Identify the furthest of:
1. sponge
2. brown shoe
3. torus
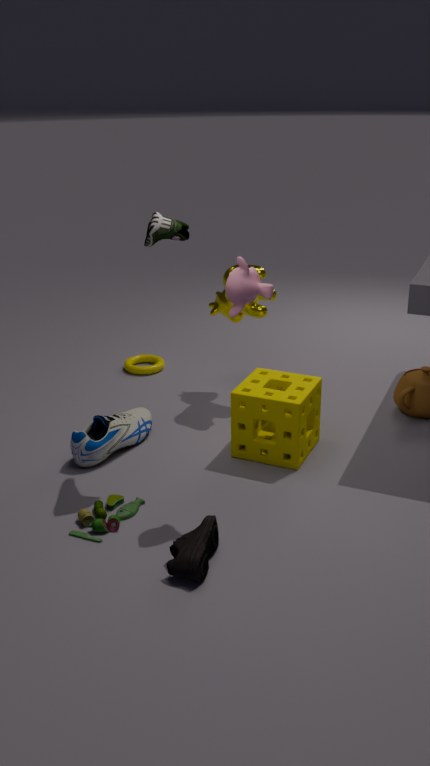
torus
